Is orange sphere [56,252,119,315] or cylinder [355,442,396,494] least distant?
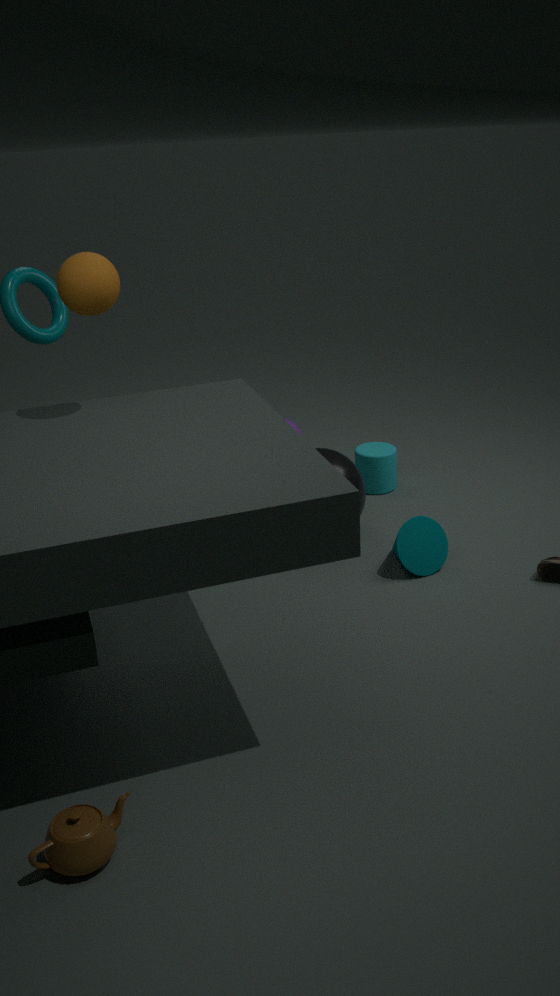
orange sphere [56,252,119,315]
